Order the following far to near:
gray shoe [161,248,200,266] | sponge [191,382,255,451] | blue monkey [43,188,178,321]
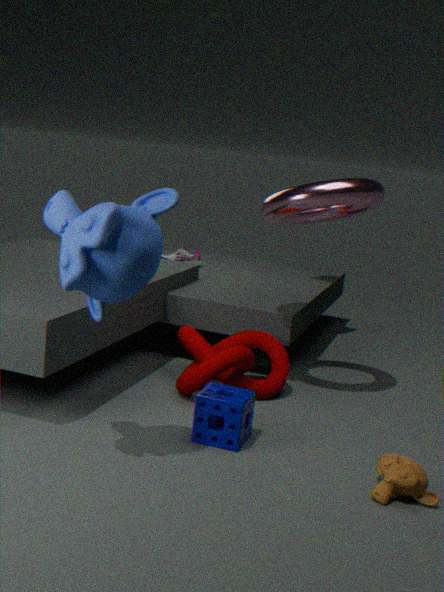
gray shoe [161,248,200,266]
sponge [191,382,255,451]
blue monkey [43,188,178,321]
